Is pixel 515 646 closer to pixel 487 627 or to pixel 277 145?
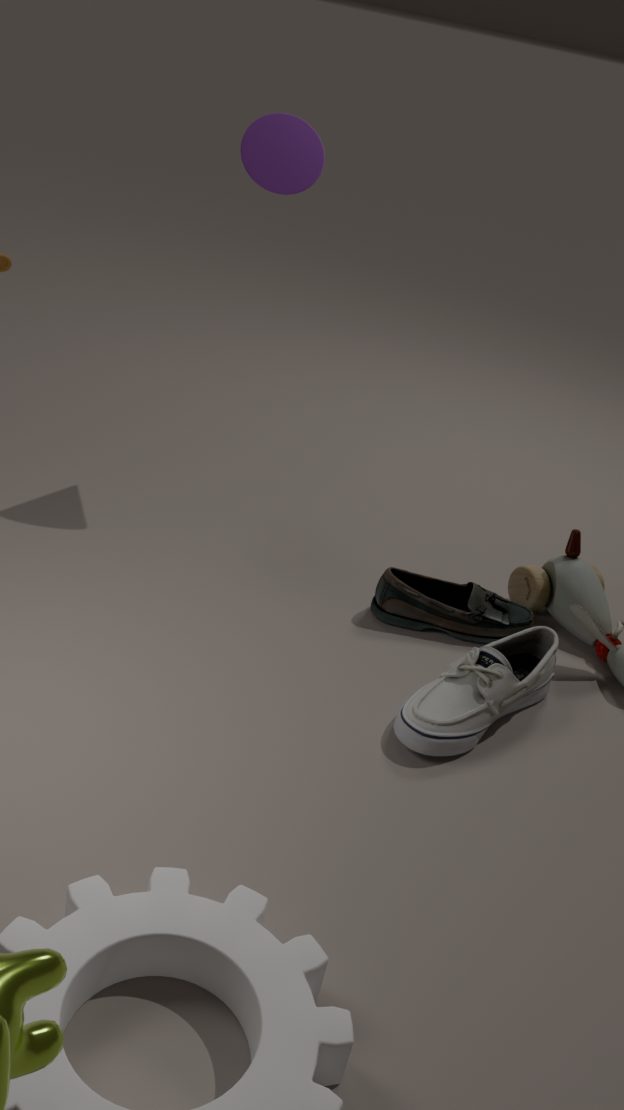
pixel 487 627
